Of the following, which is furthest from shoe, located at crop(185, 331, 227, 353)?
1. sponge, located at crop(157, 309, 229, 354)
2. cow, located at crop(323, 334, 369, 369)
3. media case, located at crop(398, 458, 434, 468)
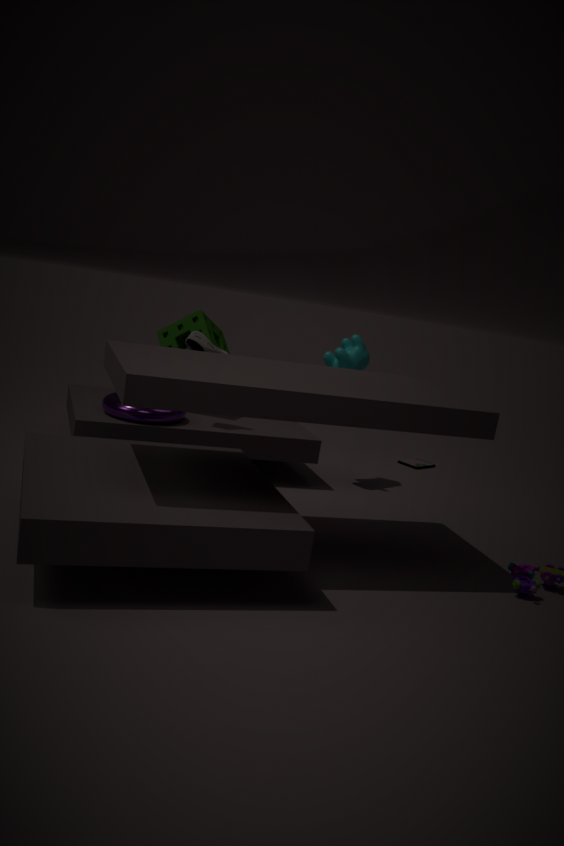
media case, located at crop(398, 458, 434, 468)
